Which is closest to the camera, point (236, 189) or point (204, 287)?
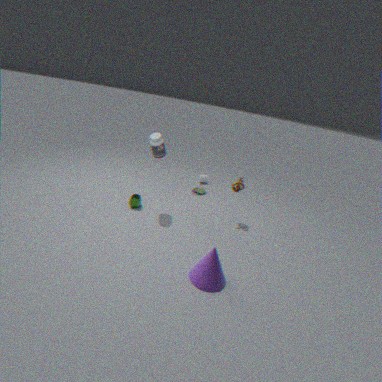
point (204, 287)
